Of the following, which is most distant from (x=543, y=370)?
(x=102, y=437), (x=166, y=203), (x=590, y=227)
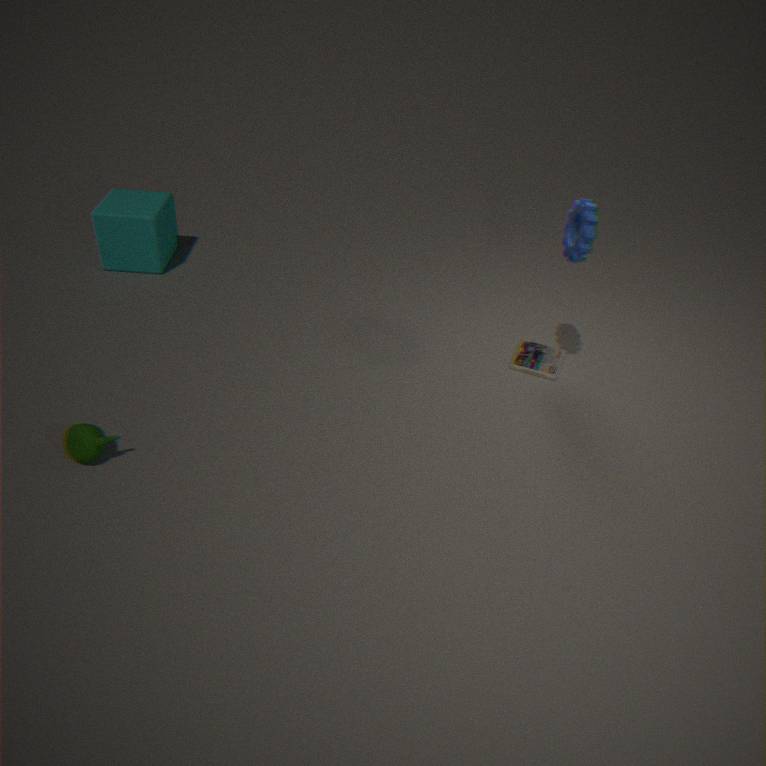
(x=166, y=203)
